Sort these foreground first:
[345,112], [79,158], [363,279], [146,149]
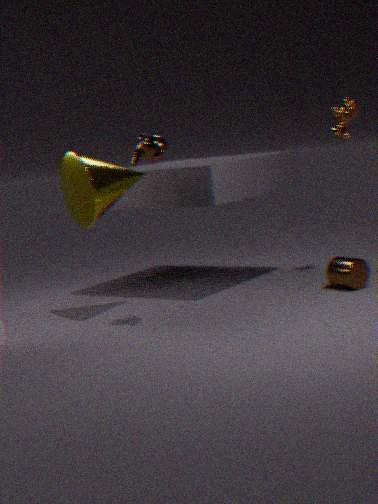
[146,149], [79,158], [363,279], [345,112]
